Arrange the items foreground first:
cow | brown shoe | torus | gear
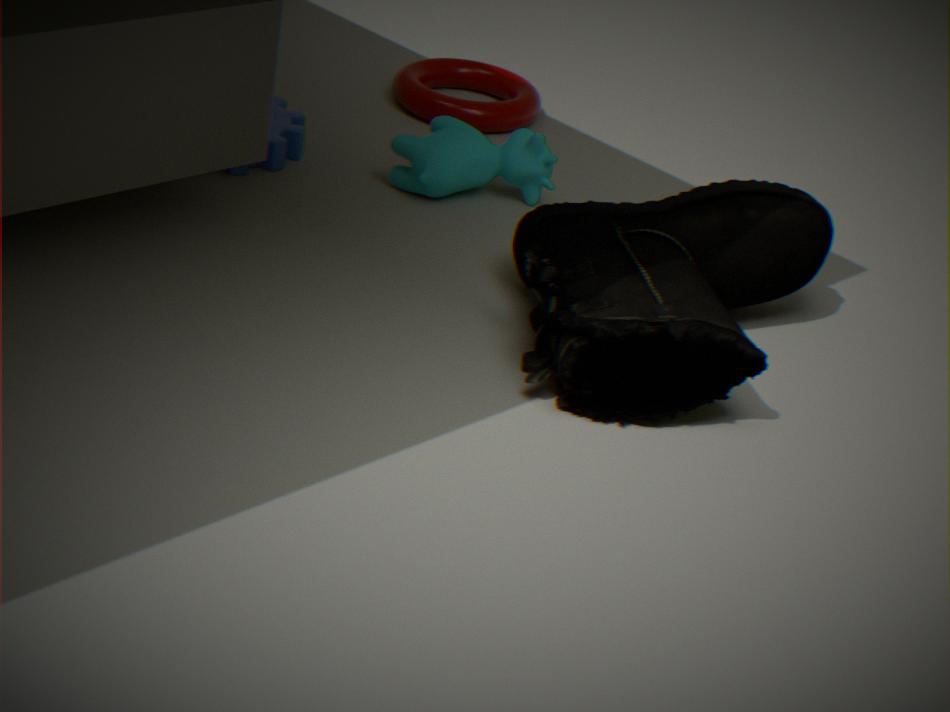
1. brown shoe
2. cow
3. gear
4. torus
